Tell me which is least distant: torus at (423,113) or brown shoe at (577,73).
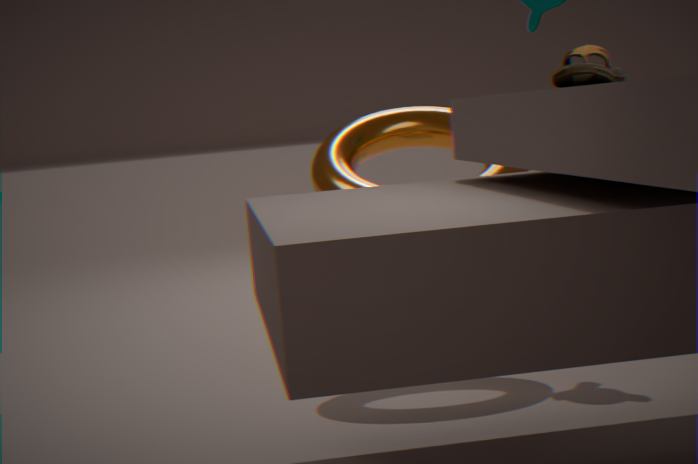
brown shoe at (577,73)
